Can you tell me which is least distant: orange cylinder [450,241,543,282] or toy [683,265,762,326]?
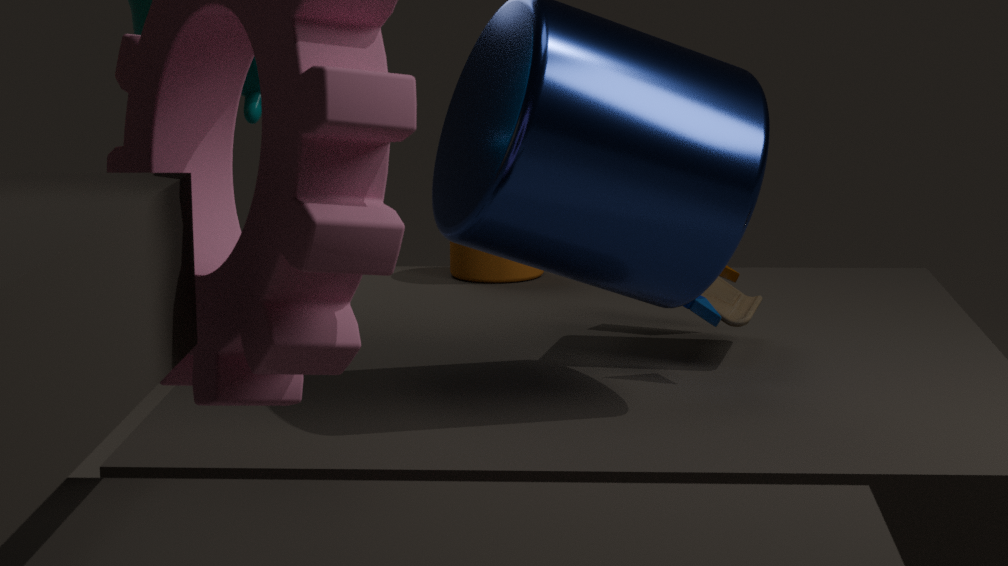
toy [683,265,762,326]
